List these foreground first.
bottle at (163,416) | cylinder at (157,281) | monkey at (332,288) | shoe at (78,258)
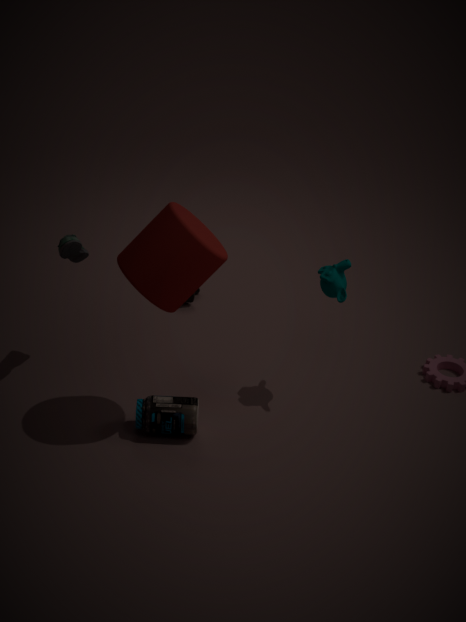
1. cylinder at (157,281)
2. bottle at (163,416)
3. shoe at (78,258)
4. monkey at (332,288)
